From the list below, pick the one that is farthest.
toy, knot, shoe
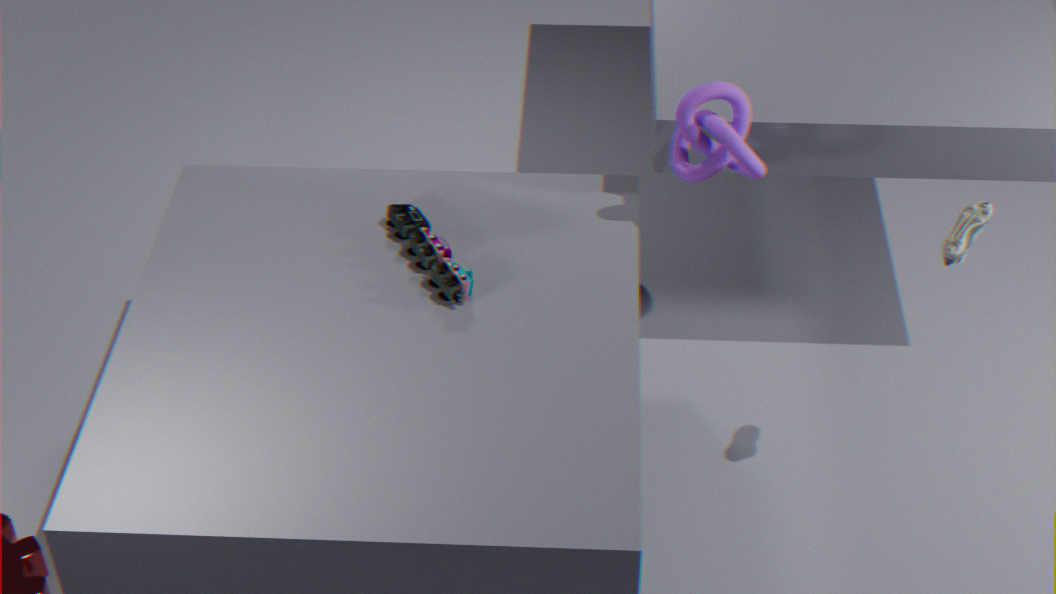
toy
